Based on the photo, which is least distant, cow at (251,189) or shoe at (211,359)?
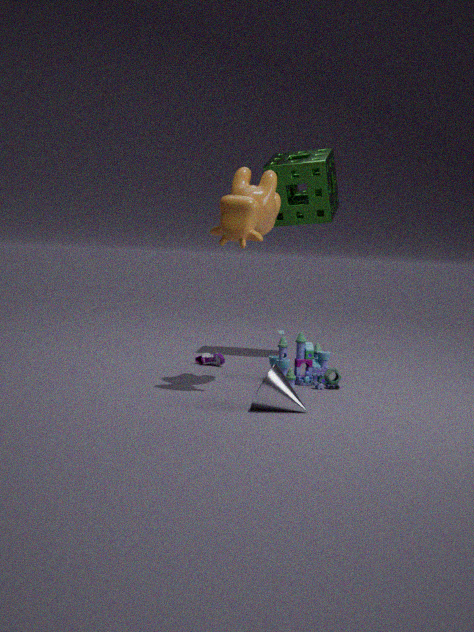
cow at (251,189)
